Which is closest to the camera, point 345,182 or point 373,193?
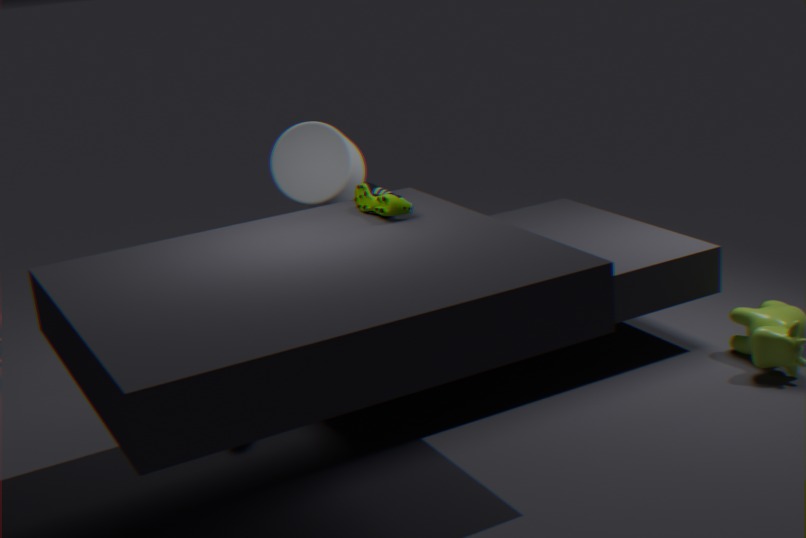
point 373,193
